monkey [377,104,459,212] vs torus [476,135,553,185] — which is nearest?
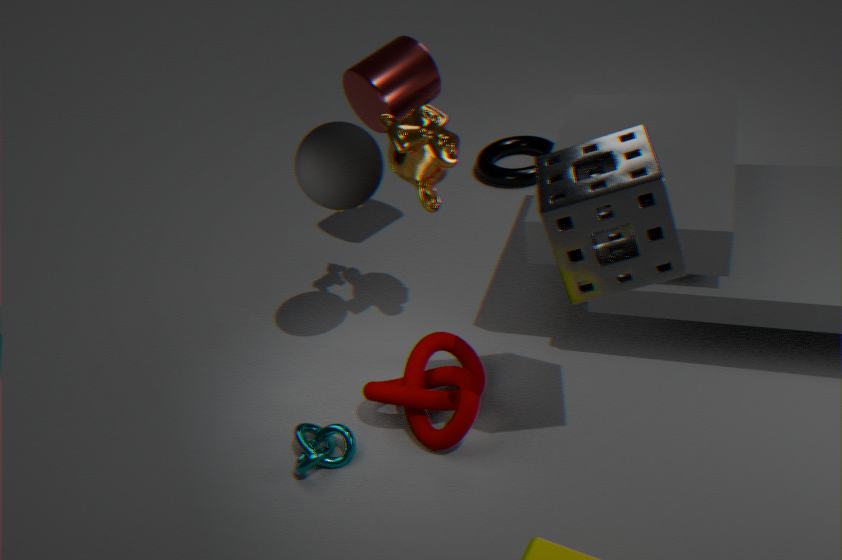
monkey [377,104,459,212]
